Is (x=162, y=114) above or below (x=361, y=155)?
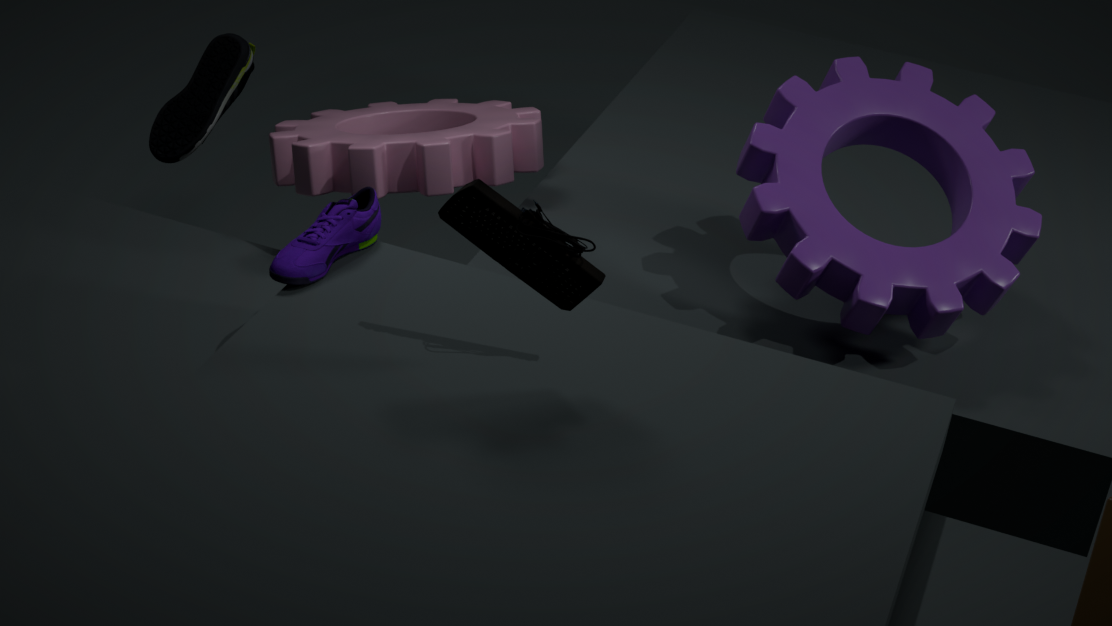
below
